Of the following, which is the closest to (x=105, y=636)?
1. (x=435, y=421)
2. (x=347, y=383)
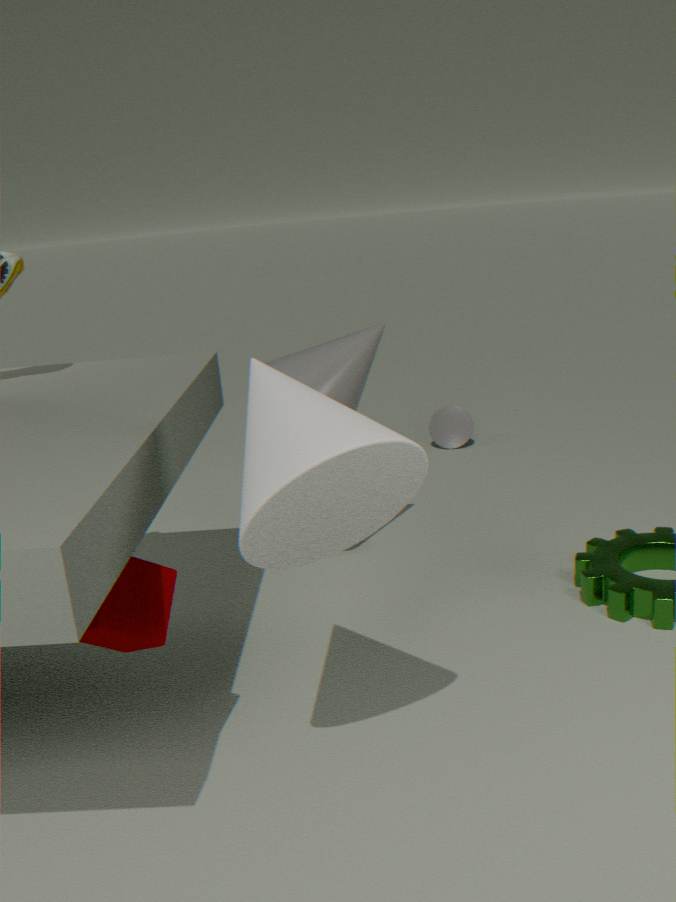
(x=347, y=383)
